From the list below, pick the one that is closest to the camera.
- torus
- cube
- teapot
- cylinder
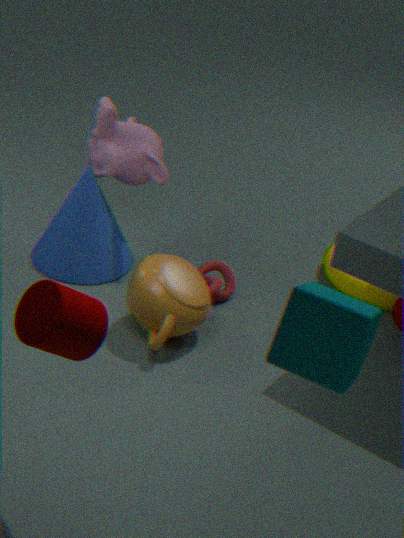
cube
